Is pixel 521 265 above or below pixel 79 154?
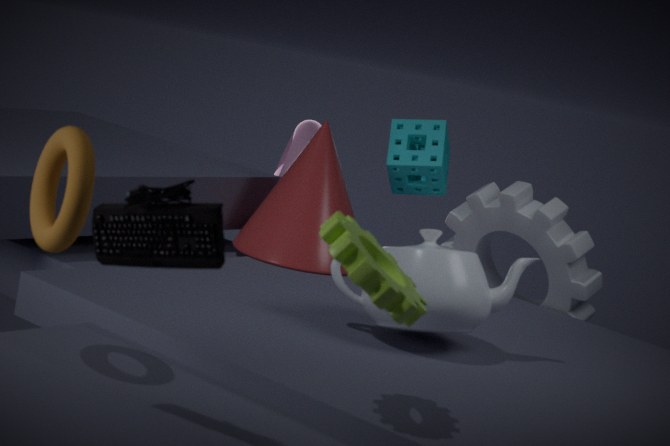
below
